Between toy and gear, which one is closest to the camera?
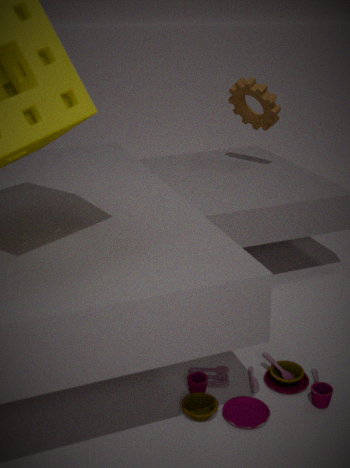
toy
